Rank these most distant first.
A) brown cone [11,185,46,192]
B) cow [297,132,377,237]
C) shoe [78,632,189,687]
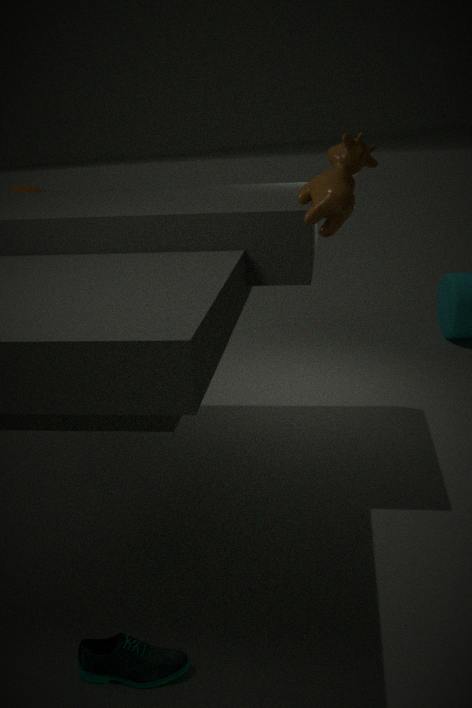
brown cone [11,185,46,192]
shoe [78,632,189,687]
cow [297,132,377,237]
